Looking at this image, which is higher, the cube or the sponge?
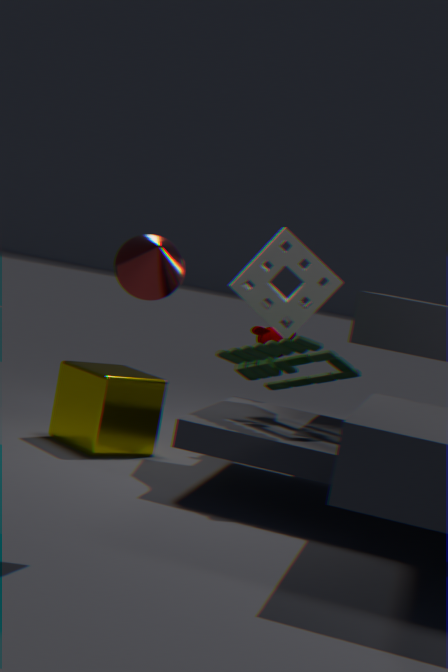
the sponge
